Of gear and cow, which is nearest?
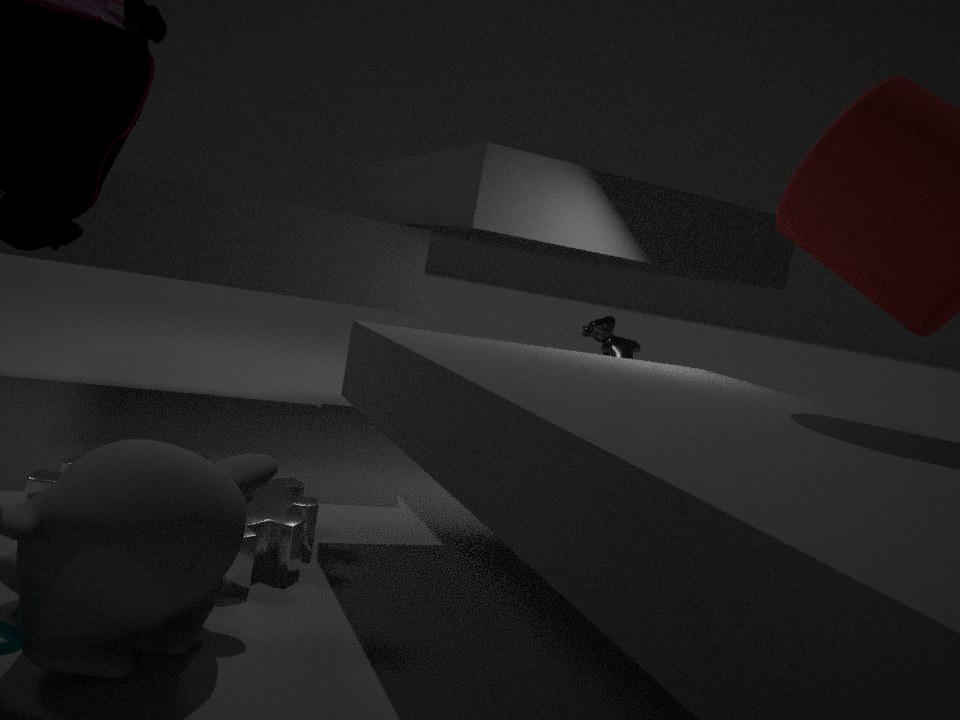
gear
